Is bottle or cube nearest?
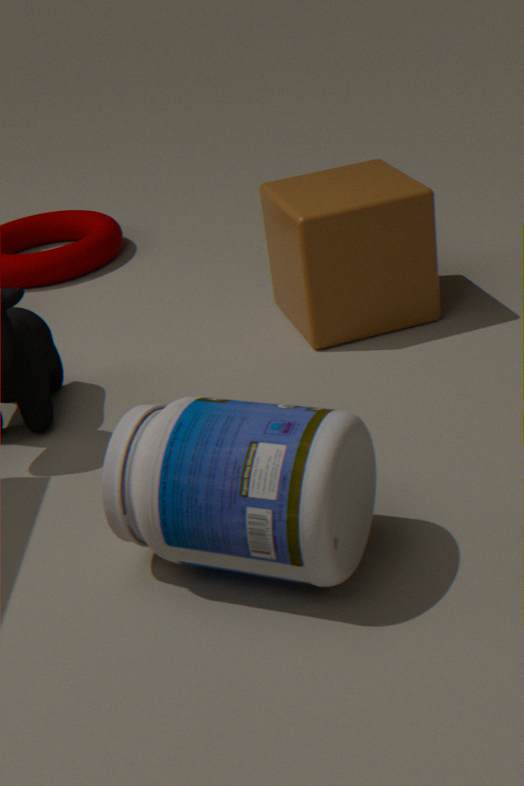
bottle
